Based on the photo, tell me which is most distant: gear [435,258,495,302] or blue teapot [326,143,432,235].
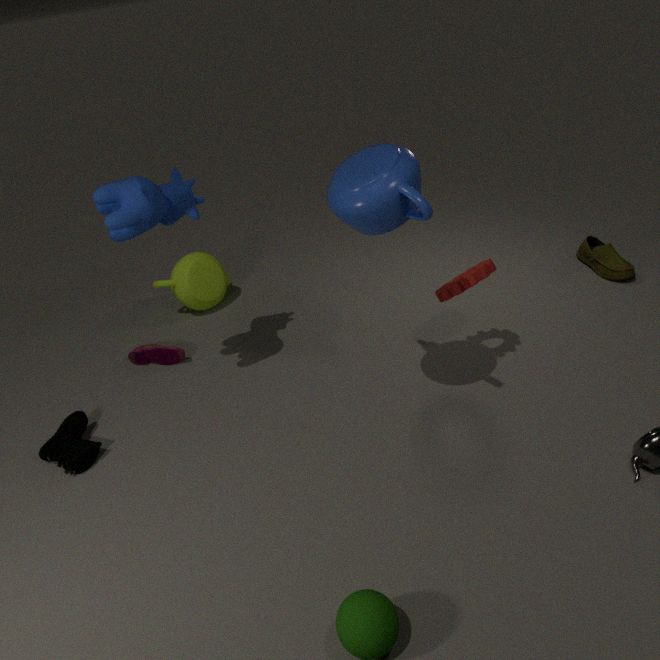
gear [435,258,495,302]
